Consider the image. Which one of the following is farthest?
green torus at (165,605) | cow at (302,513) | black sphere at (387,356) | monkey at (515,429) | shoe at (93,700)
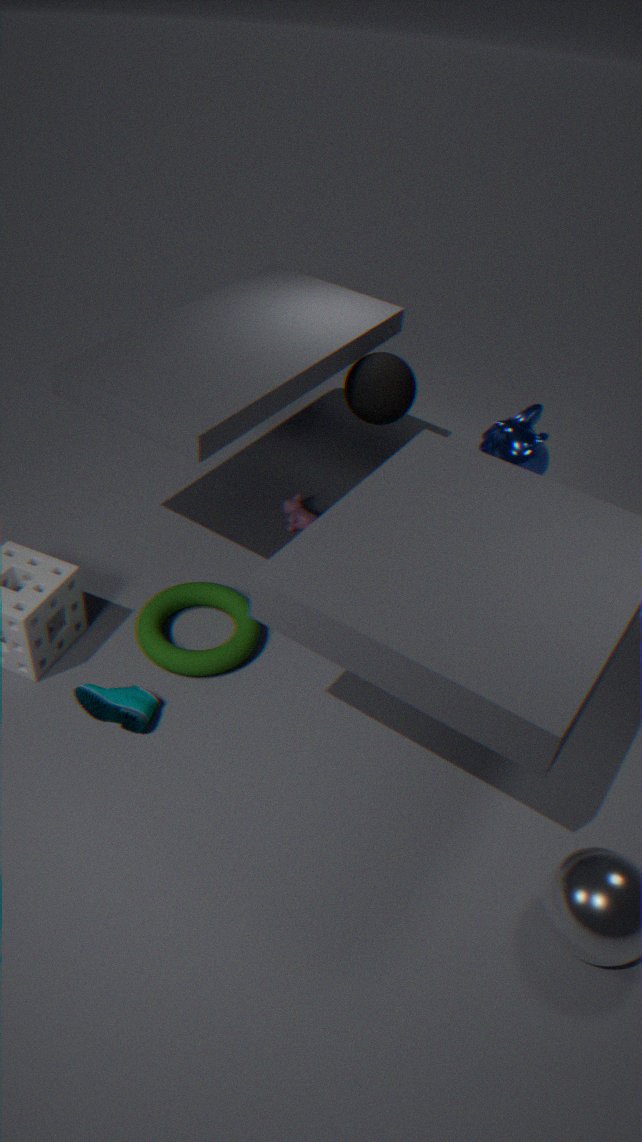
cow at (302,513)
